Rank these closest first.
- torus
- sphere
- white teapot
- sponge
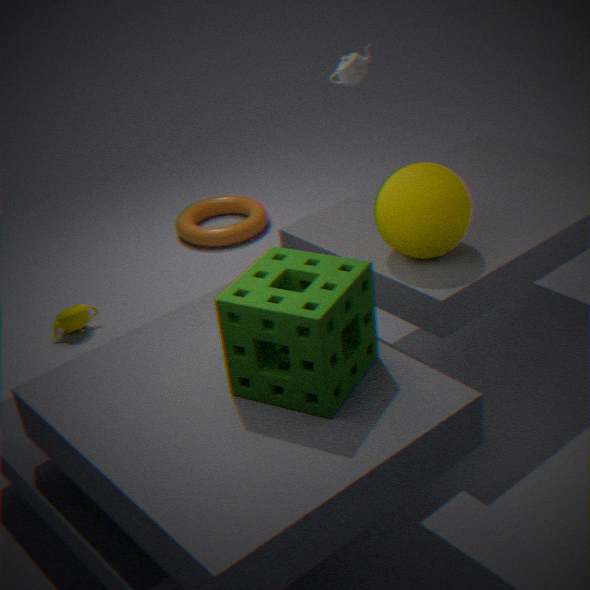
sponge, sphere, white teapot, torus
